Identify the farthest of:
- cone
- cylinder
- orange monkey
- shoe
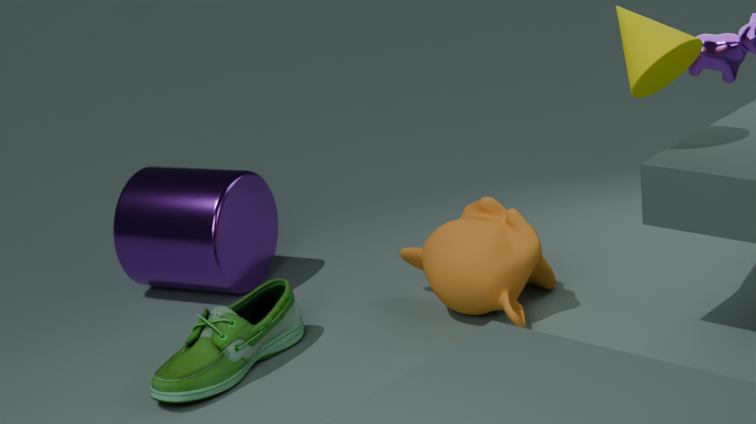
cylinder
